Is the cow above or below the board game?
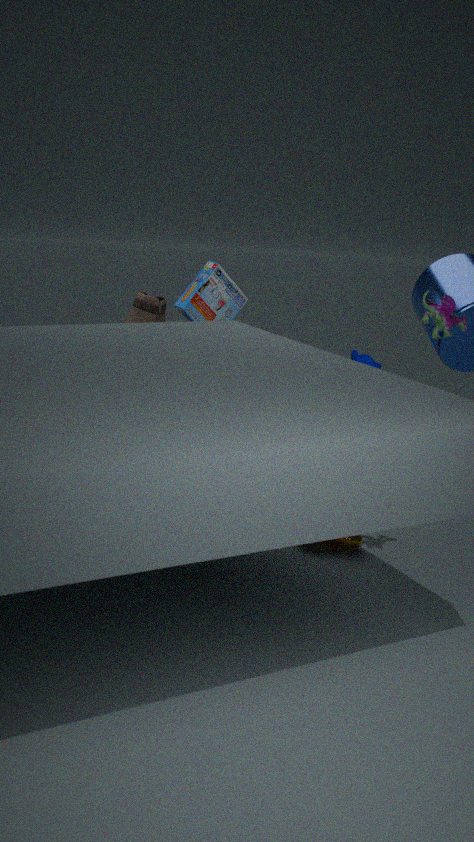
below
